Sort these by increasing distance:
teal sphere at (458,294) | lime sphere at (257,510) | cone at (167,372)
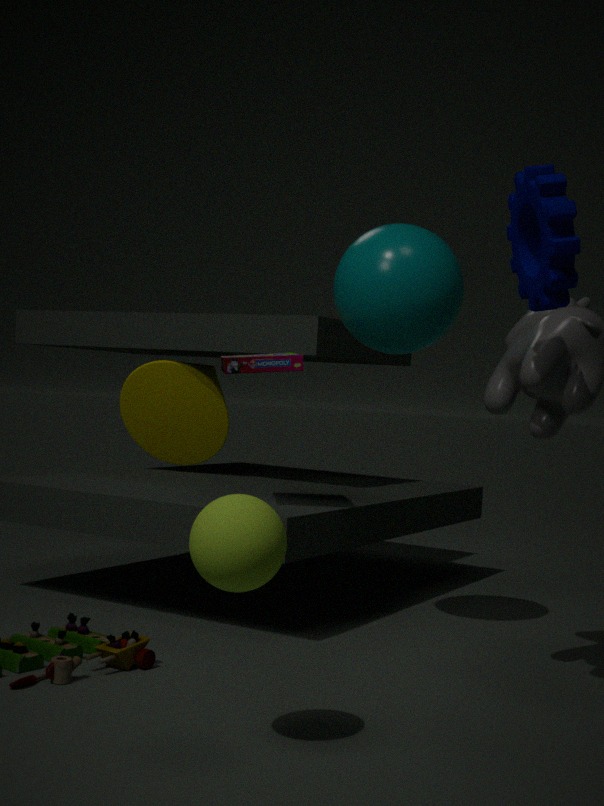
lime sphere at (257,510) < teal sphere at (458,294) < cone at (167,372)
